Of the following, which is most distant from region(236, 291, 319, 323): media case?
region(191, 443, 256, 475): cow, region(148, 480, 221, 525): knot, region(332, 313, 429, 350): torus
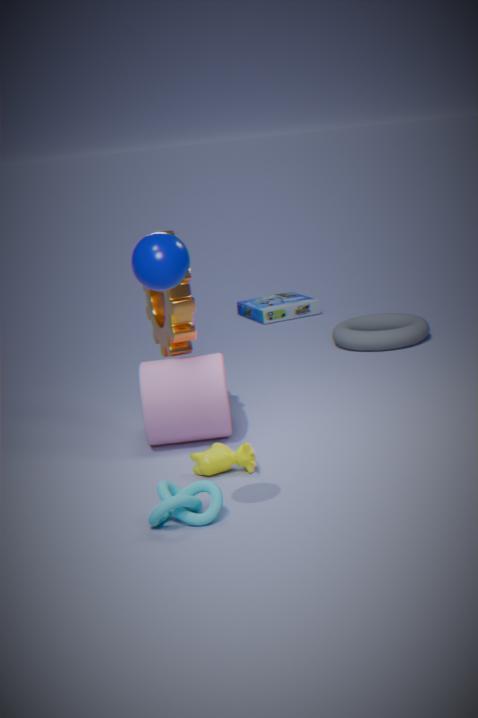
region(148, 480, 221, 525): knot
